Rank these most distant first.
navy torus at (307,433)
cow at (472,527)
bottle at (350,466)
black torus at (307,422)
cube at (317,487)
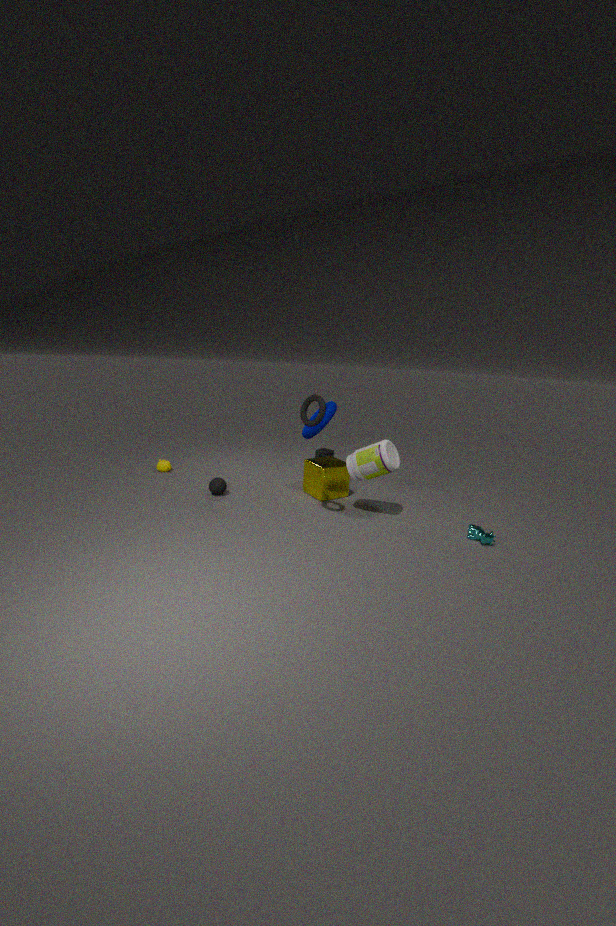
navy torus at (307,433), cube at (317,487), bottle at (350,466), cow at (472,527), black torus at (307,422)
